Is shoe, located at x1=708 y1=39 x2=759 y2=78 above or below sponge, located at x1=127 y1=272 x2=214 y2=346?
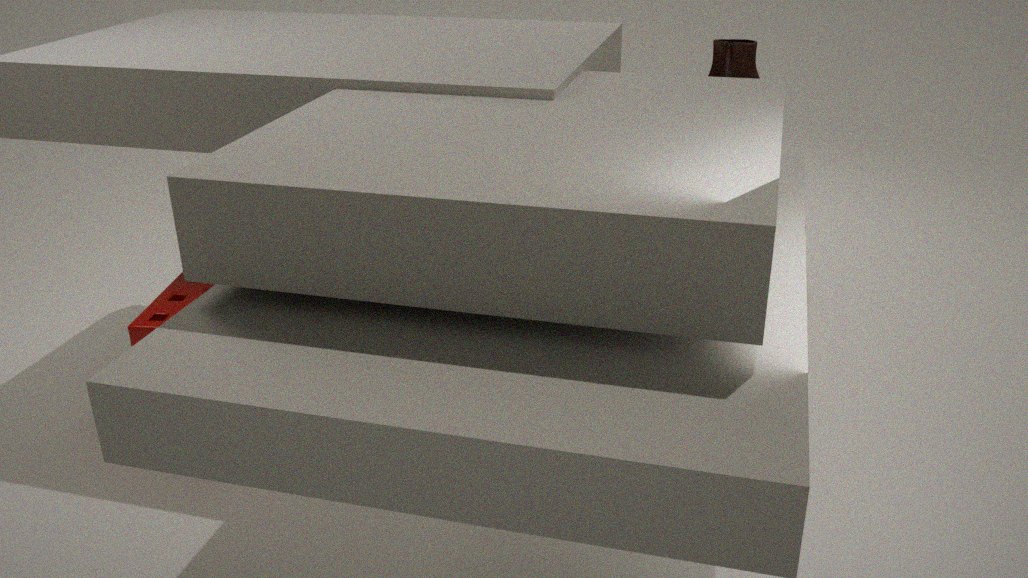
above
